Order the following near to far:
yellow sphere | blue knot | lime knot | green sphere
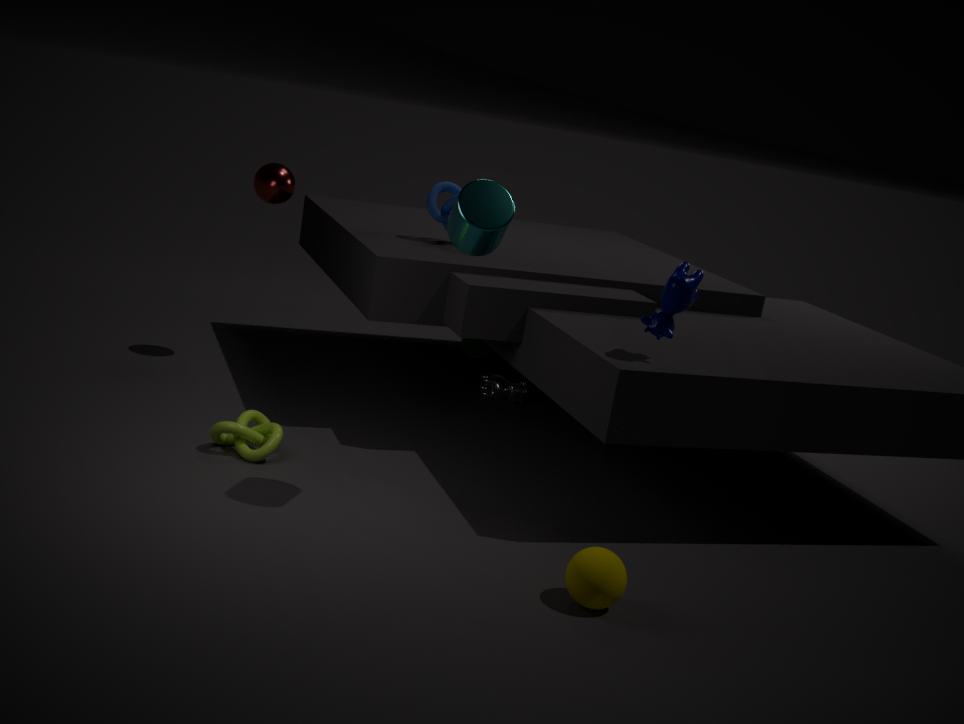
yellow sphere, lime knot, blue knot, green sphere
